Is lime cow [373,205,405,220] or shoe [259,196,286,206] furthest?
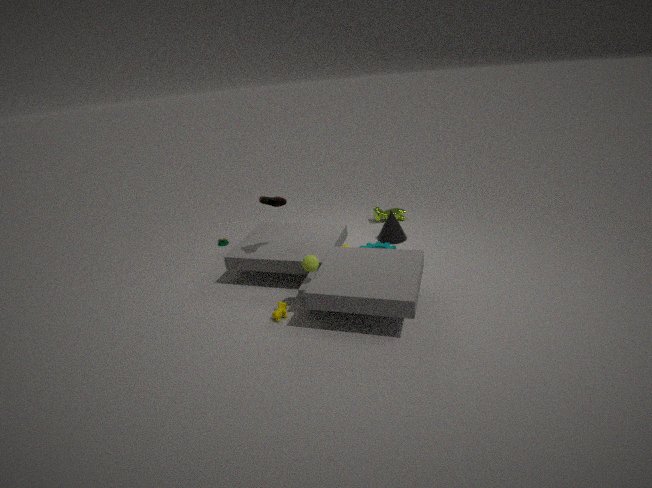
lime cow [373,205,405,220]
